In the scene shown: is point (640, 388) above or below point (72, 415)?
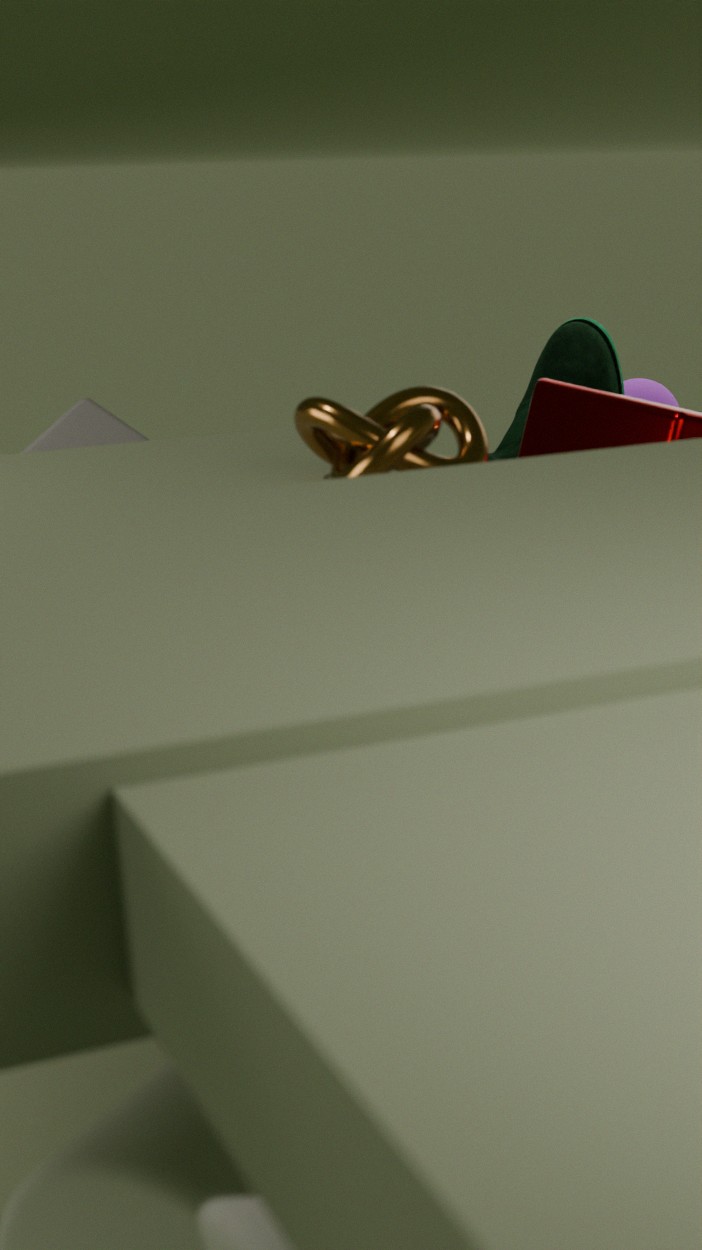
above
